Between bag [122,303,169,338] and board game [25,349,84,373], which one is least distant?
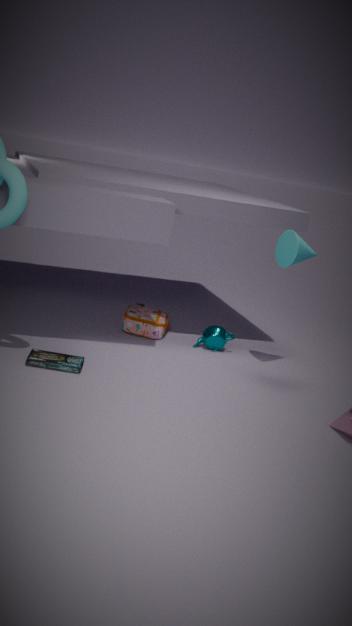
board game [25,349,84,373]
